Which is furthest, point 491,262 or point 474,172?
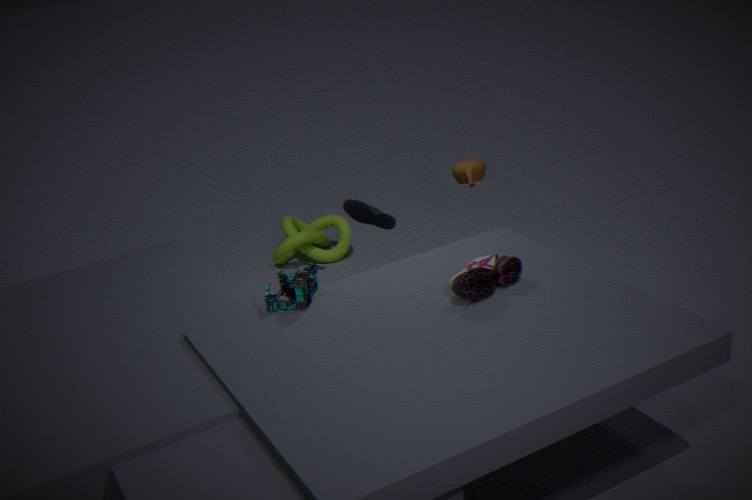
point 474,172
